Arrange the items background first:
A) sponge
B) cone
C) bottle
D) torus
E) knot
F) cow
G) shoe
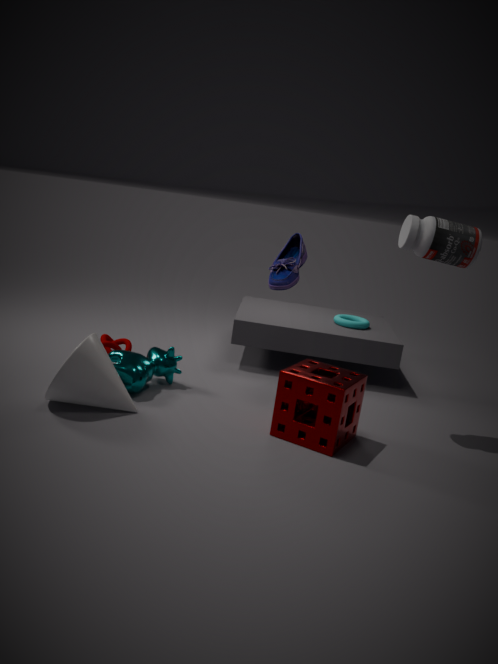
torus, knot, cow, bottle, shoe, cone, sponge
